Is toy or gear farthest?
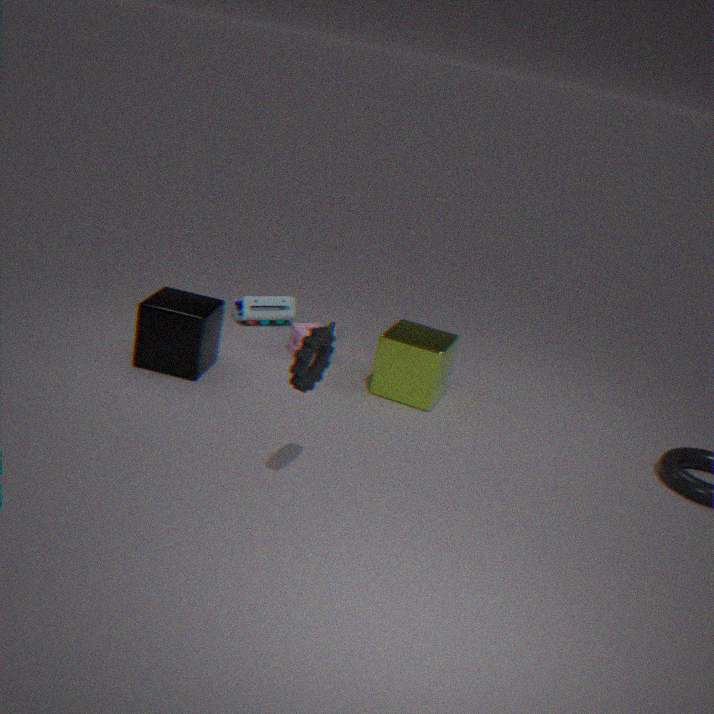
toy
